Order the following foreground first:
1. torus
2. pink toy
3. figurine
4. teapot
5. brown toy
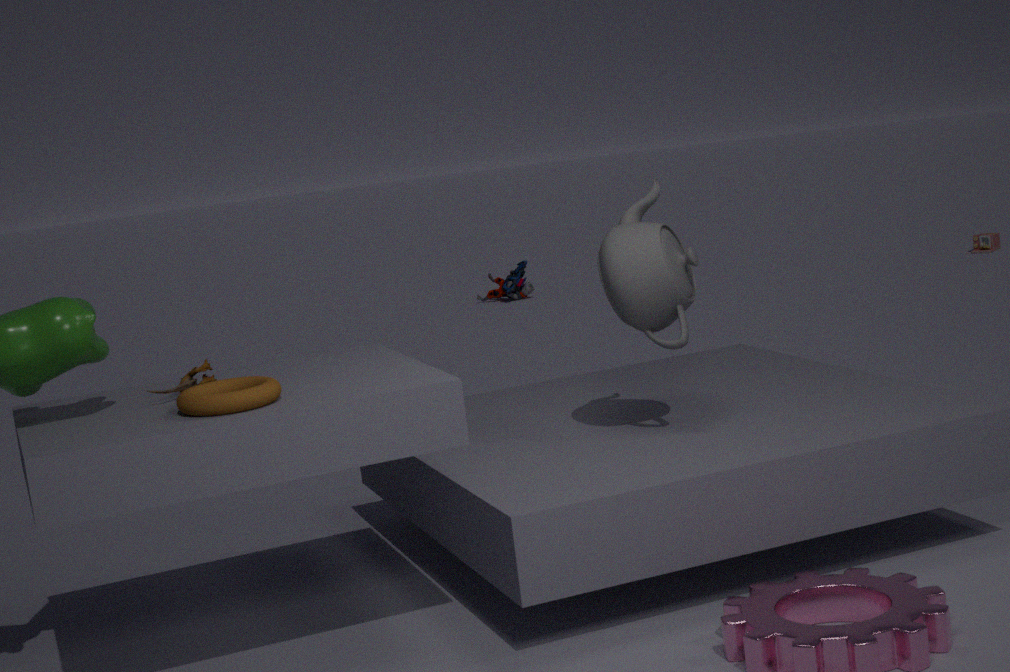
torus < brown toy < teapot < pink toy < figurine
